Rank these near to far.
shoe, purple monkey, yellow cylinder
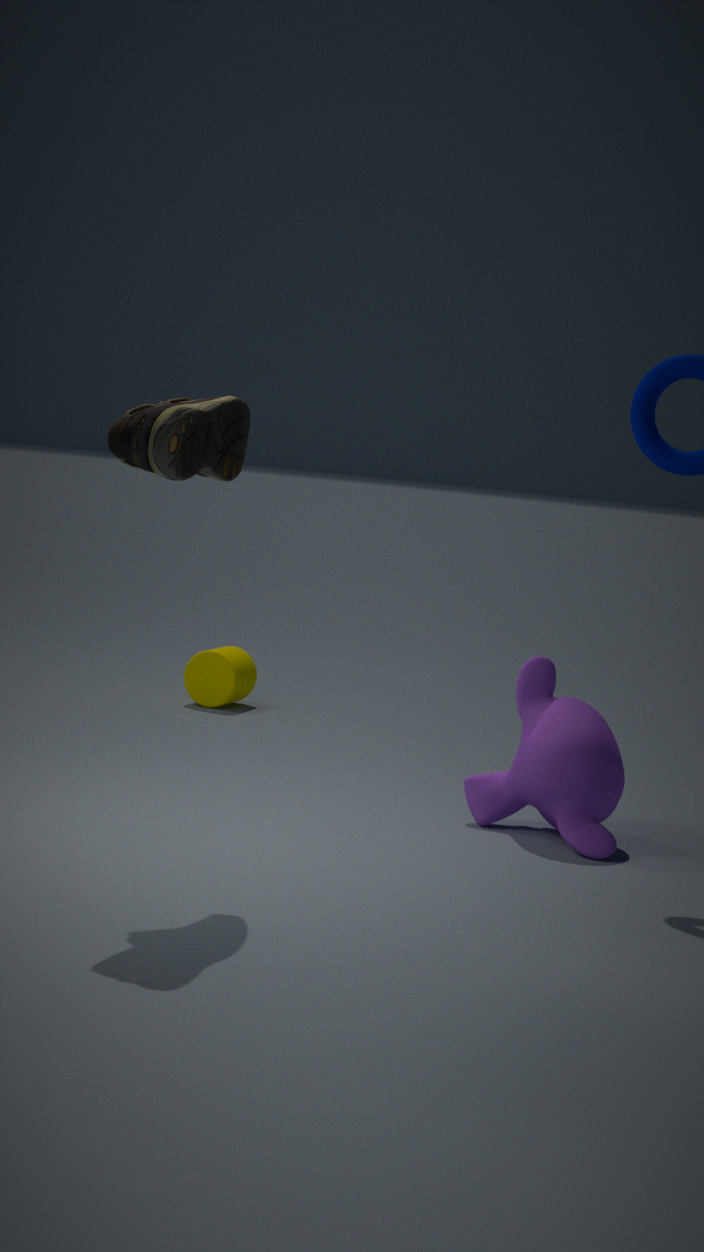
shoe < purple monkey < yellow cylinder
